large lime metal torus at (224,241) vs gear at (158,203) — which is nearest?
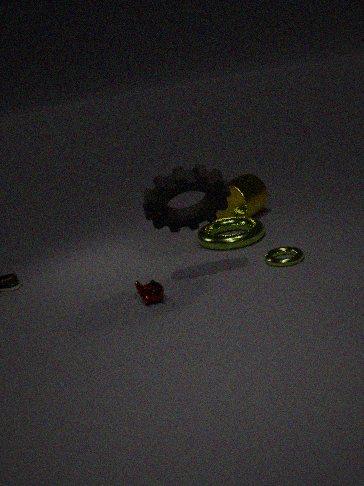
gear at (158,203)
